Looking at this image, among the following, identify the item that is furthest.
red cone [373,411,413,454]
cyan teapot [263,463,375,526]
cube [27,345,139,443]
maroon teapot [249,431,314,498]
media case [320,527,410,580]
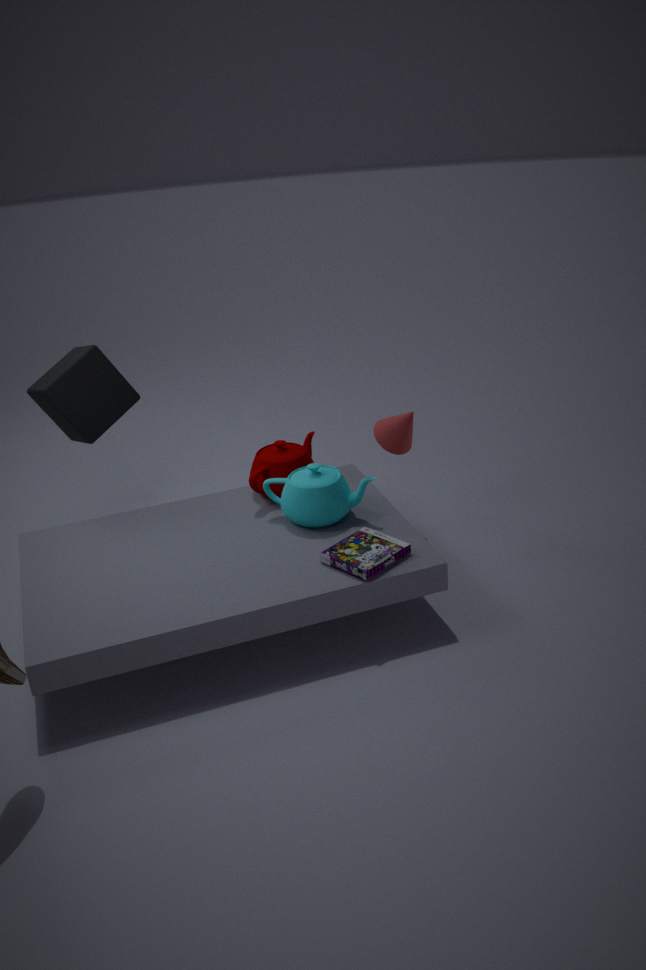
cube [27,345,139,443]
